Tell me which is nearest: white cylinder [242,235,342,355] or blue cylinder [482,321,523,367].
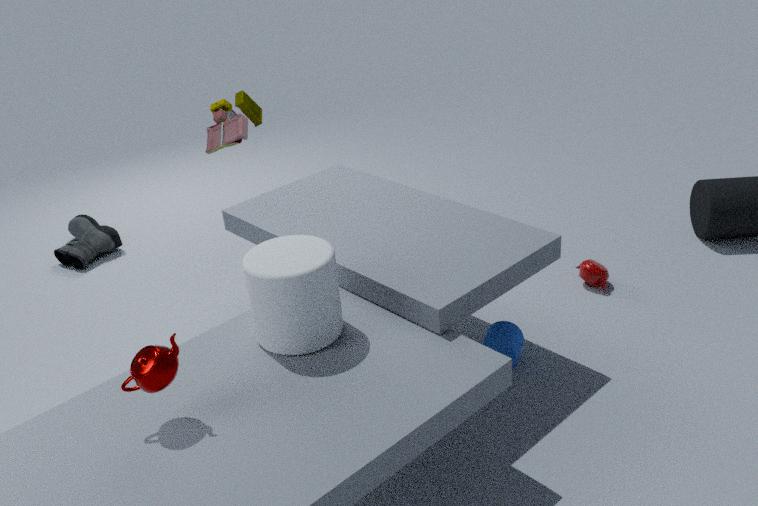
white cylinder [242,235,342,355]
